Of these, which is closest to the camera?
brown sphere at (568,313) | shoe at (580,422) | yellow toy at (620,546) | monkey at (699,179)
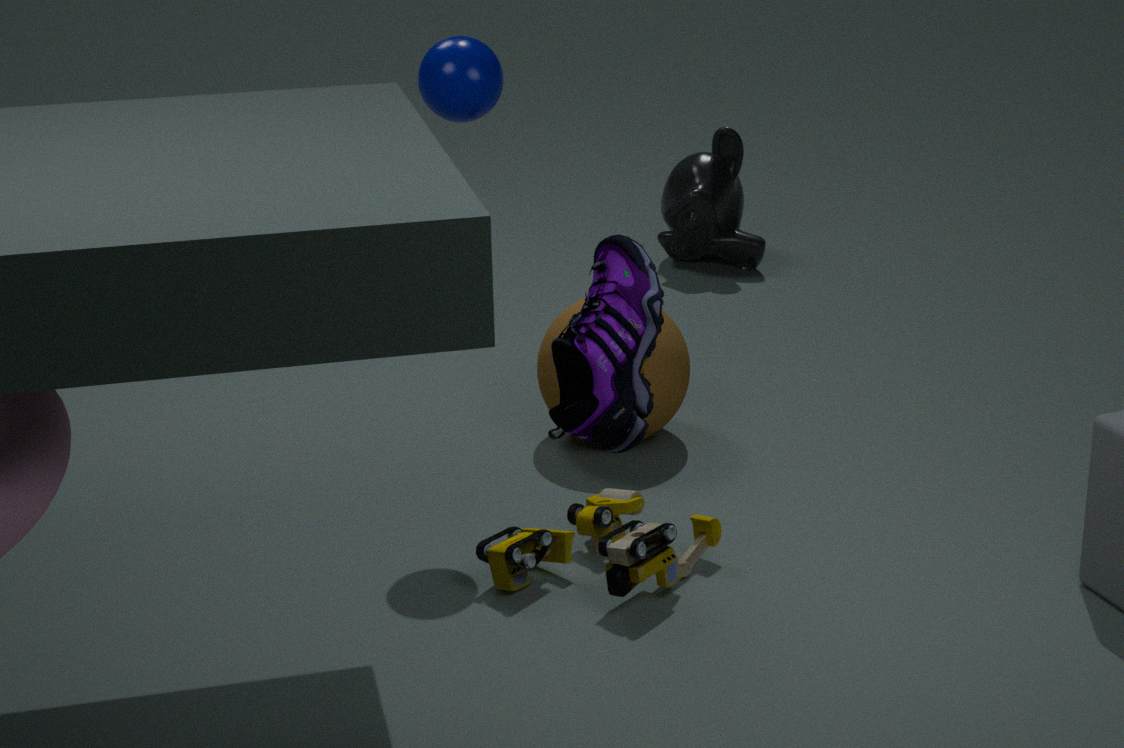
shoe at (580,422)
